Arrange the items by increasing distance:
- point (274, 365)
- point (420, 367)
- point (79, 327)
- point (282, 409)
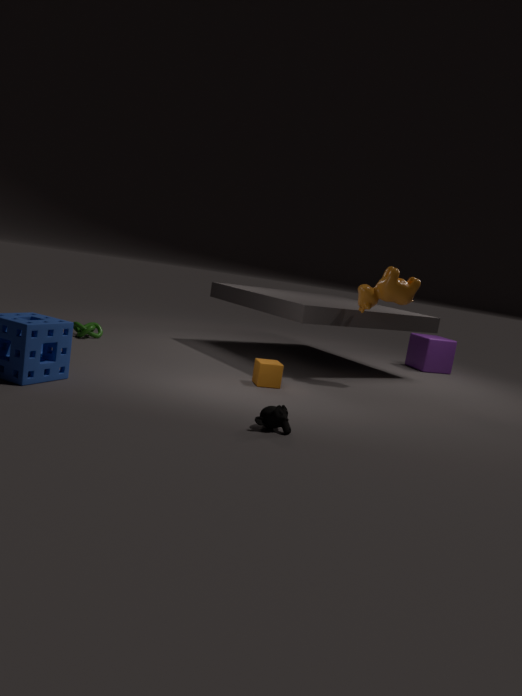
point (282, 409) < point (274, 365) < point (79, 327) < point (420, 367)
